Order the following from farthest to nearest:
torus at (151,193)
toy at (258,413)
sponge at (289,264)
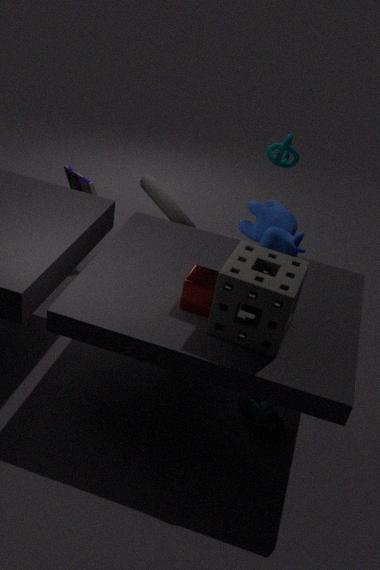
1. torus at (151,193)
2. toy at (258,413)
3. sponge at (289,264)
